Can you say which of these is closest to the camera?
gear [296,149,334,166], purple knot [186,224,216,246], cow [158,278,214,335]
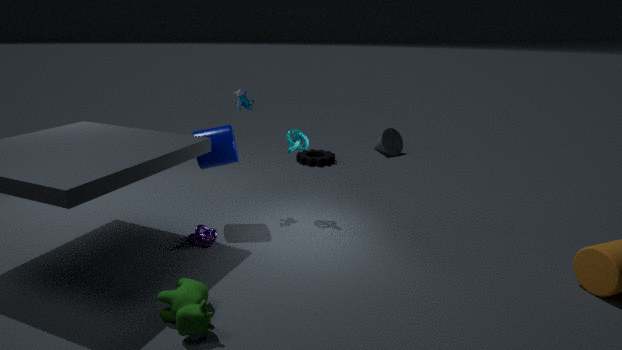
cow [158,278,214,335]
